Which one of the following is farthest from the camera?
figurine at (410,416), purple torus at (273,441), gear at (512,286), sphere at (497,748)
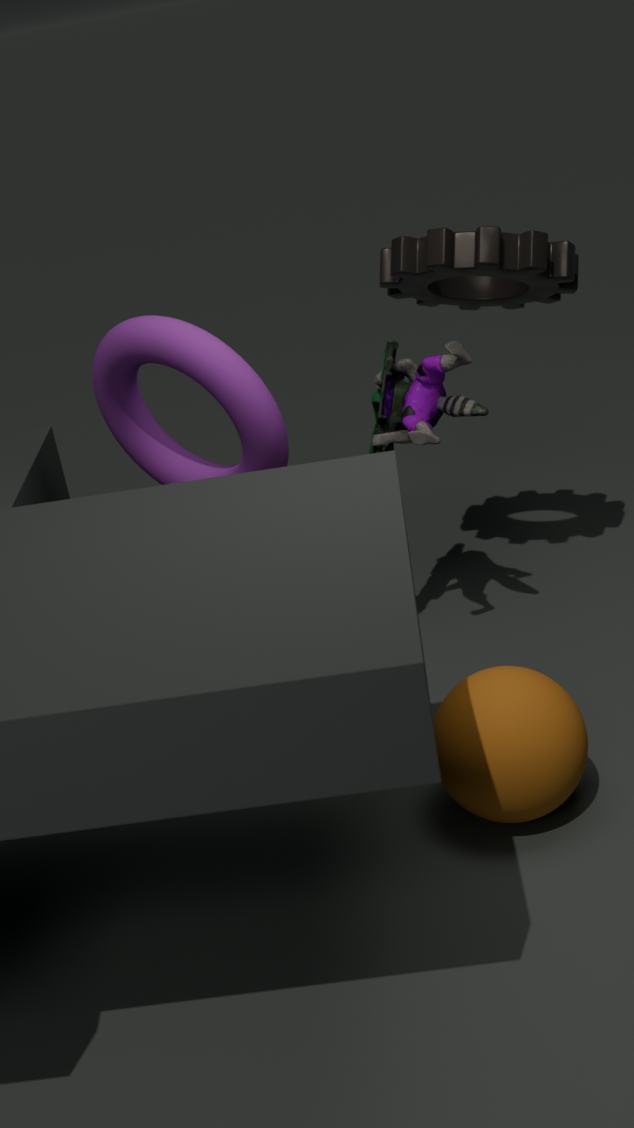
gear at (512,286)
